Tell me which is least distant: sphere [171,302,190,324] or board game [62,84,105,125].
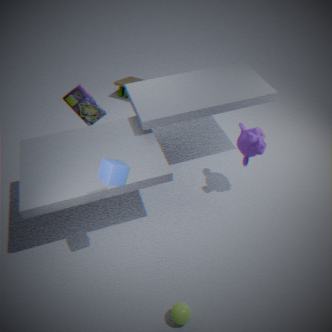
sphere [171,302,190,324]
